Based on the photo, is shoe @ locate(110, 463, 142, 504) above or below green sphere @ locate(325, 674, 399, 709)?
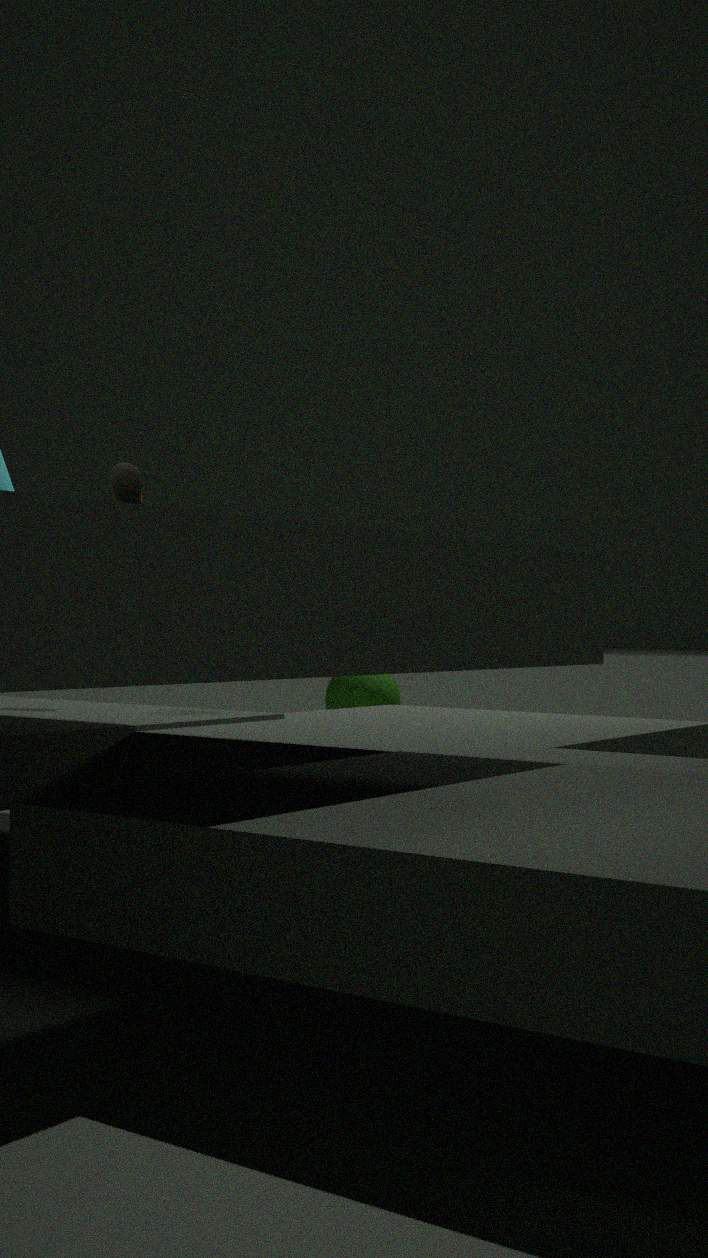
above
